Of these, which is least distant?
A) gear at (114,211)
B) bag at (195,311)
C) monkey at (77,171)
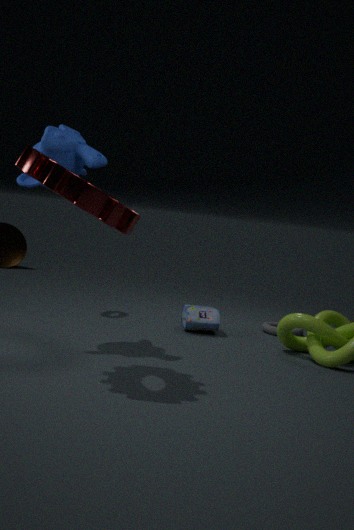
gear at (114,211)
